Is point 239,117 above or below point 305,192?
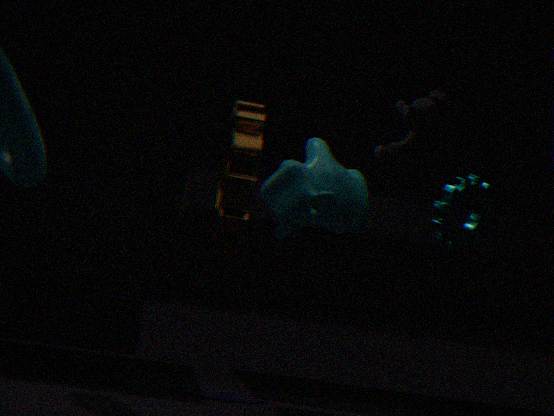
above
